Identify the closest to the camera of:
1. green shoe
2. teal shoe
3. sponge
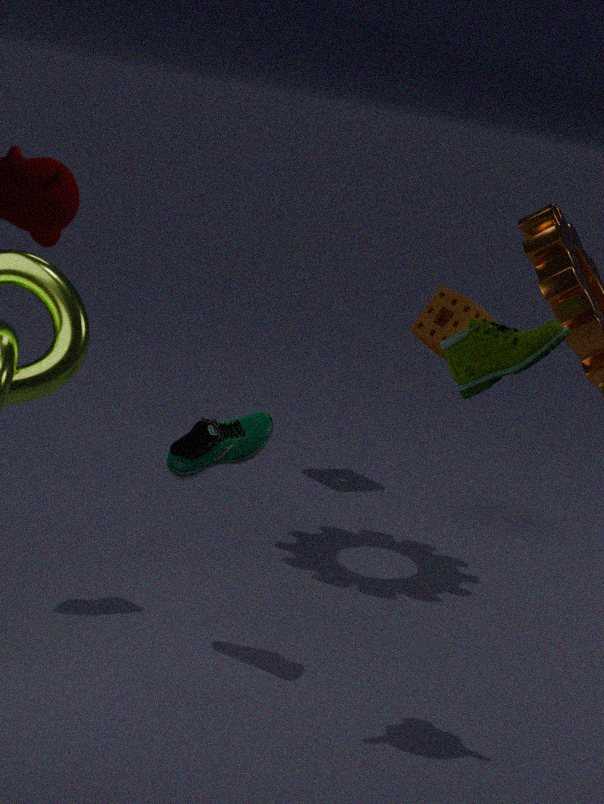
green shoe
